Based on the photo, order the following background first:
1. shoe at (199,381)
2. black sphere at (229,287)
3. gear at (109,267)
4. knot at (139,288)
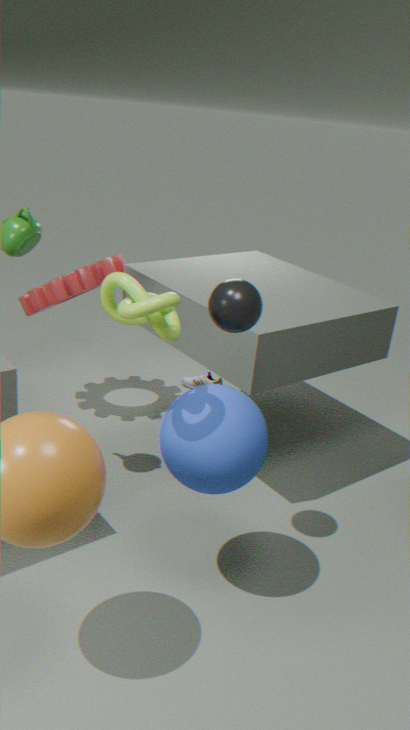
1. shoe at (199,381)
2. gear at (109,267)
3. black sphere at (229,287)
4. knot at (139,288)
